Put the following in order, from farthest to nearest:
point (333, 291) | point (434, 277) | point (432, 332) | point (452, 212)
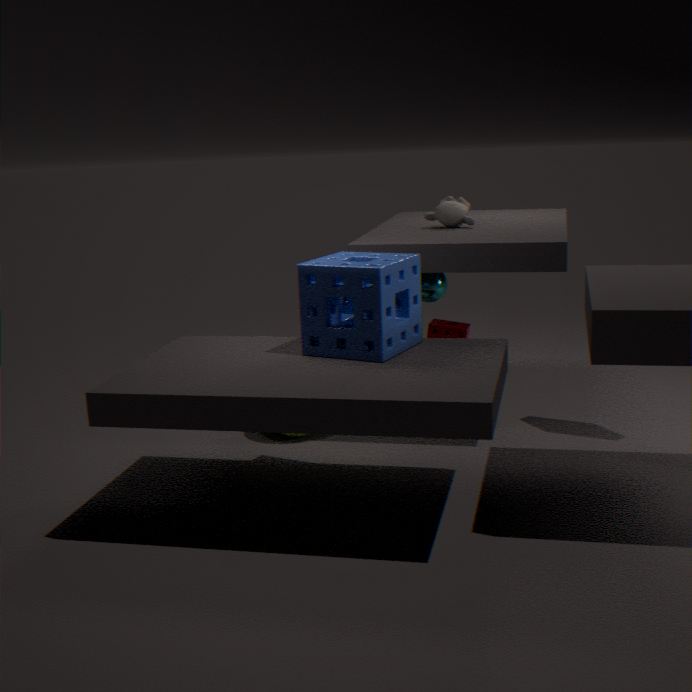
point (434, 277) < point (452, 212) < point (432, 332) < point (333, 291)
